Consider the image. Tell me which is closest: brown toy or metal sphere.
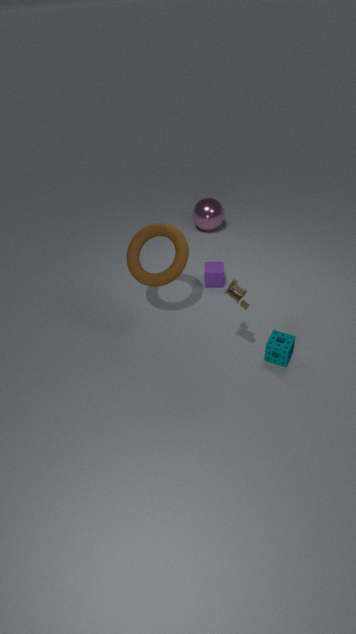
brown toy
